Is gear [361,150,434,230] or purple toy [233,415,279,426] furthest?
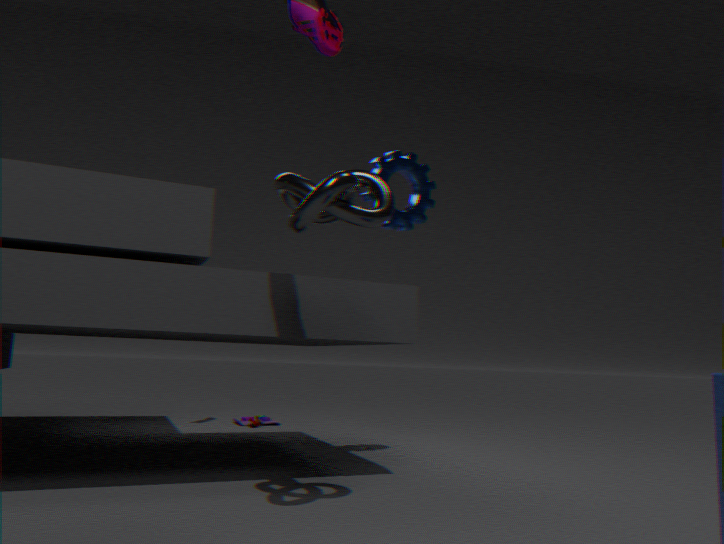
purple toy [233,415,279,426]
